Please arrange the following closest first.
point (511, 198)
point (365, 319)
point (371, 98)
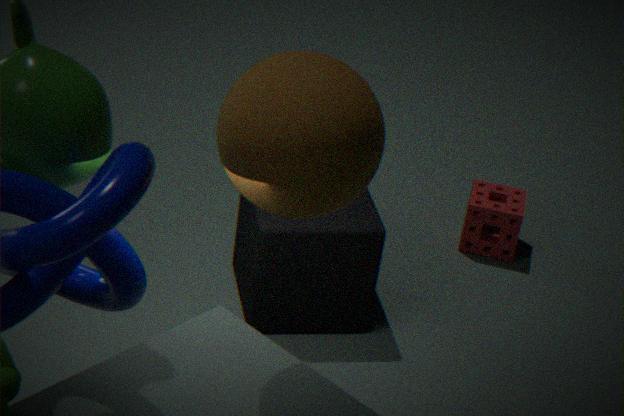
point (371, 98)
point (365, 319)
point (511, 198)
